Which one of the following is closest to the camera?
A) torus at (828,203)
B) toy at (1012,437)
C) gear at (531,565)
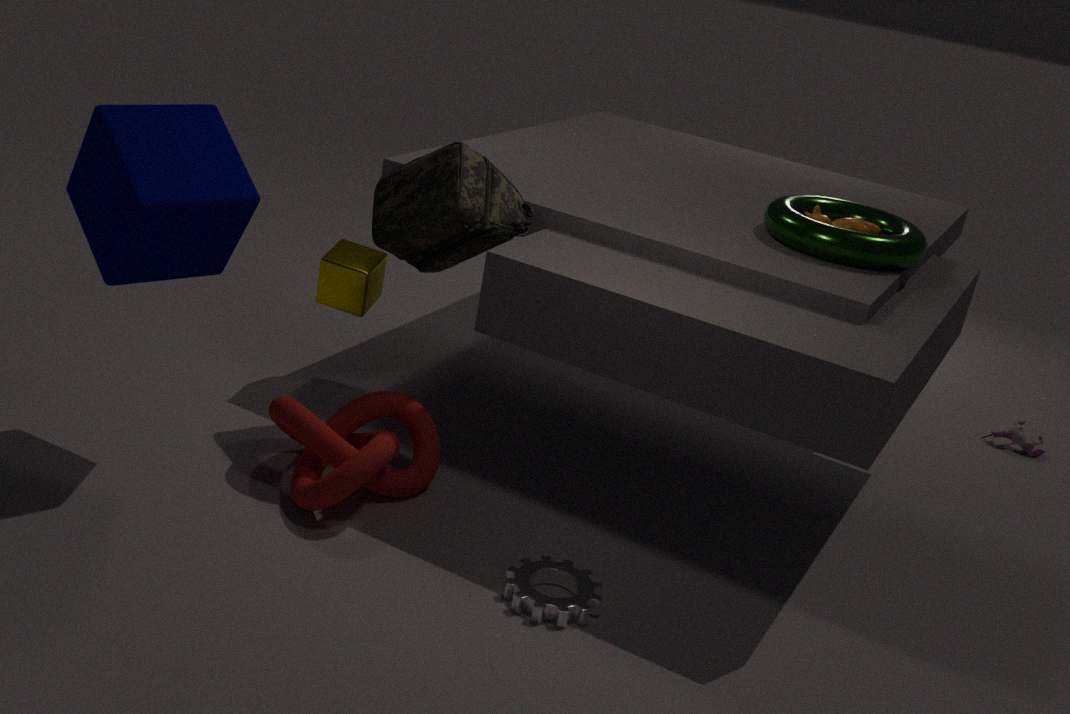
gear at (531,565)
